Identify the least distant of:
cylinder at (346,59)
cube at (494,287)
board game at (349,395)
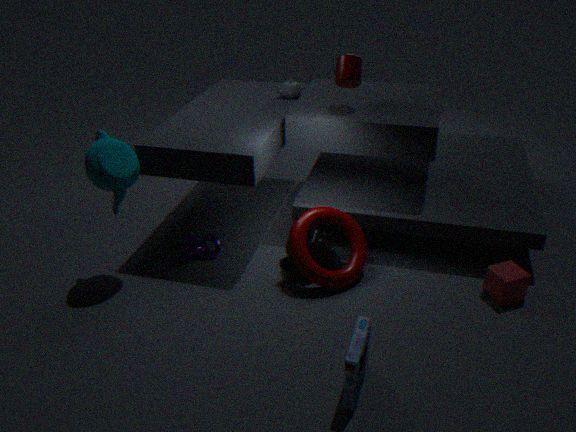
board game at (349,395)
